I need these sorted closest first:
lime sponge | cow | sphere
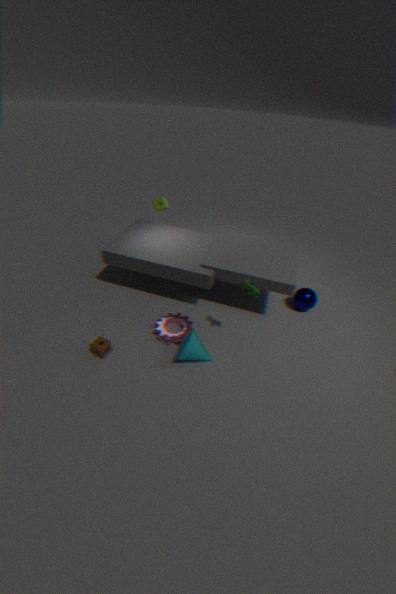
cow
sphere
lime sponge
